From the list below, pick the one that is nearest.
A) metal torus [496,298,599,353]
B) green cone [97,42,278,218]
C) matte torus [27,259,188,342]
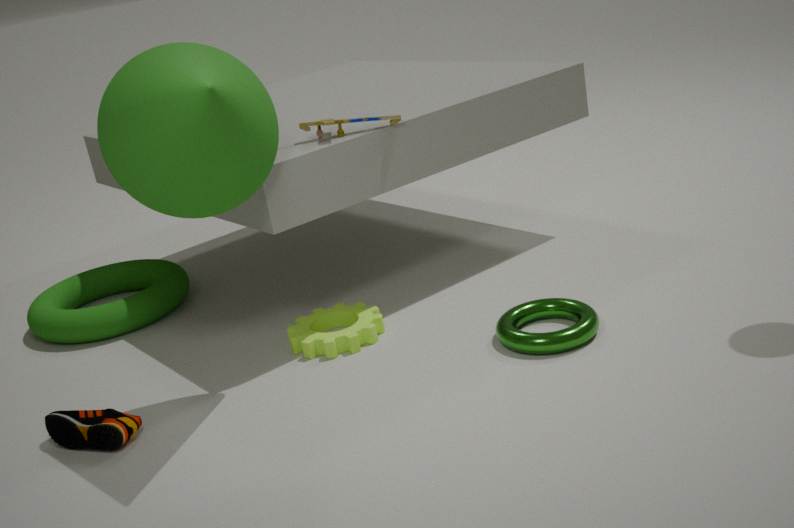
green cone [97,42,278,218]
